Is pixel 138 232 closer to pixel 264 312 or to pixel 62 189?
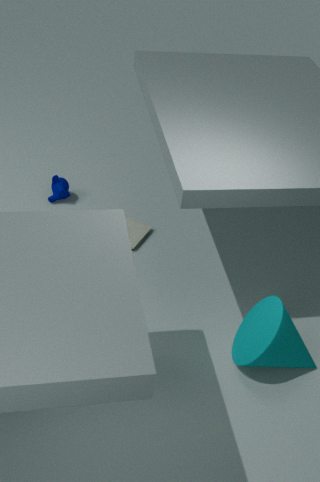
pixel 62 189
